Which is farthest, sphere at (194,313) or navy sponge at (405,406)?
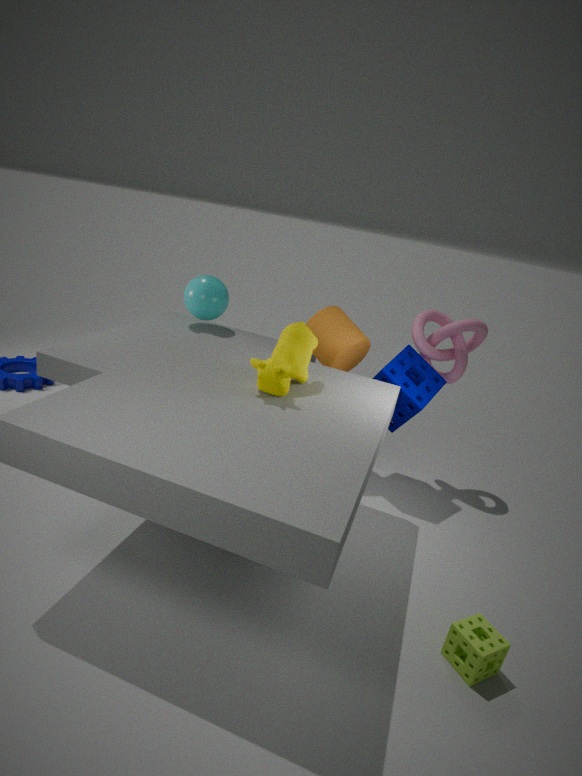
sphere at (194,313)
